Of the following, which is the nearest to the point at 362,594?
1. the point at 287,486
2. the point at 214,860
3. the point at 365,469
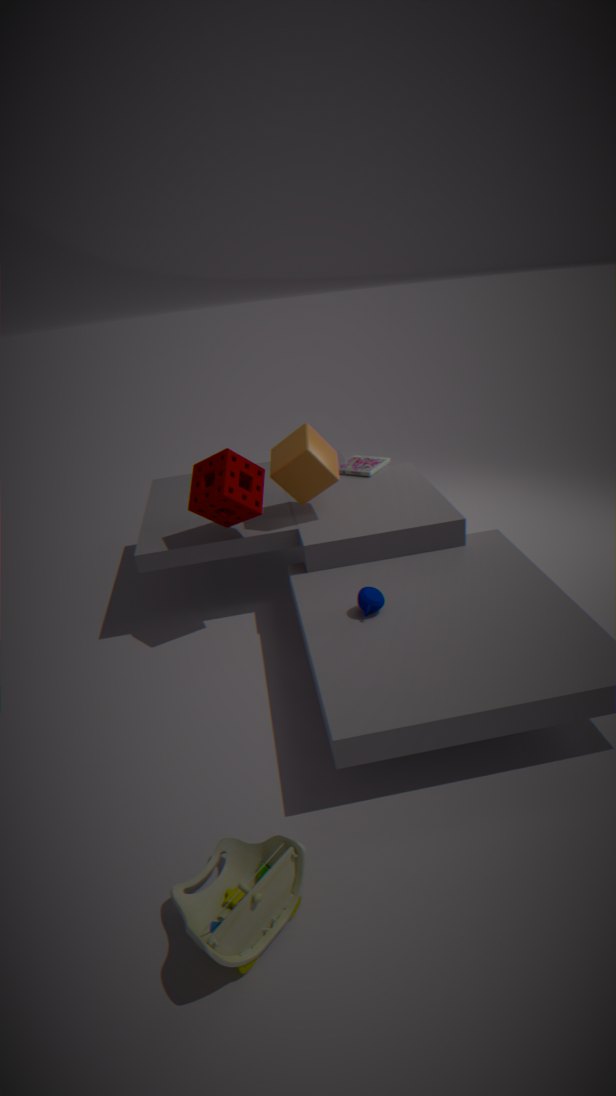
the point at 287,486
